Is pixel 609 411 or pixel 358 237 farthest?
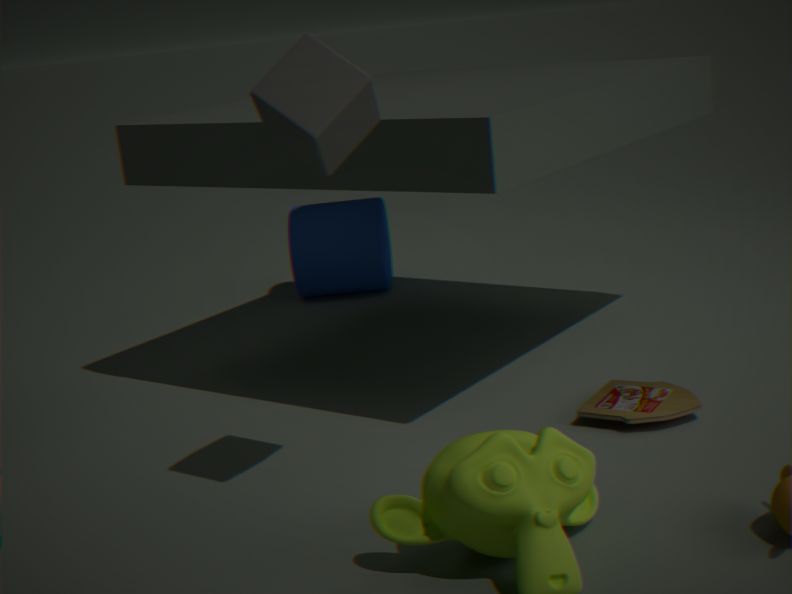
pixel 358 237
